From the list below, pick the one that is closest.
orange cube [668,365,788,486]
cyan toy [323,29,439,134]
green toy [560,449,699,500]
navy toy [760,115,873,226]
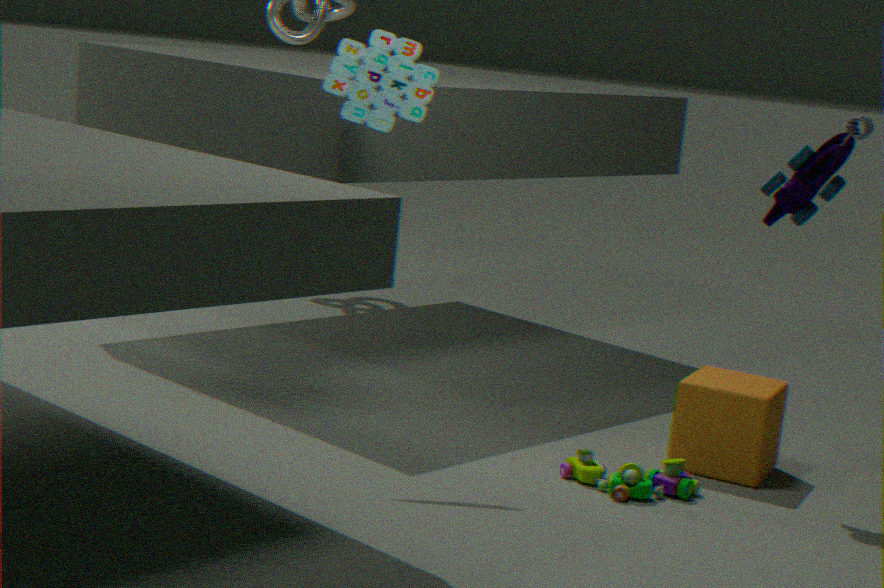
navy toy [760,115,873,226]
